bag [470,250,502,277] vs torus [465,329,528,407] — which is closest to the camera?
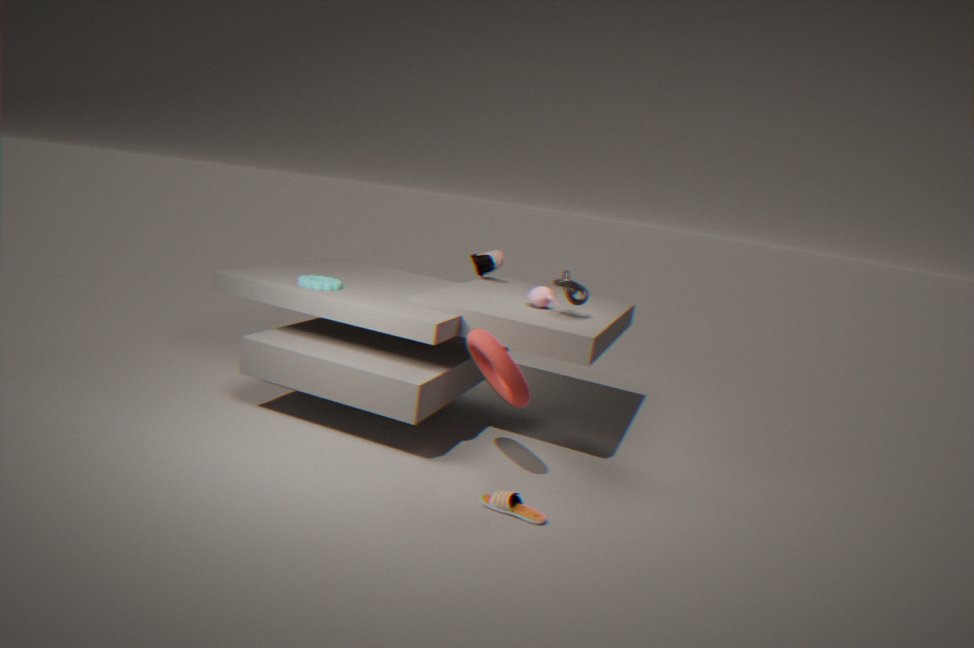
torus [465,329,528,407]
